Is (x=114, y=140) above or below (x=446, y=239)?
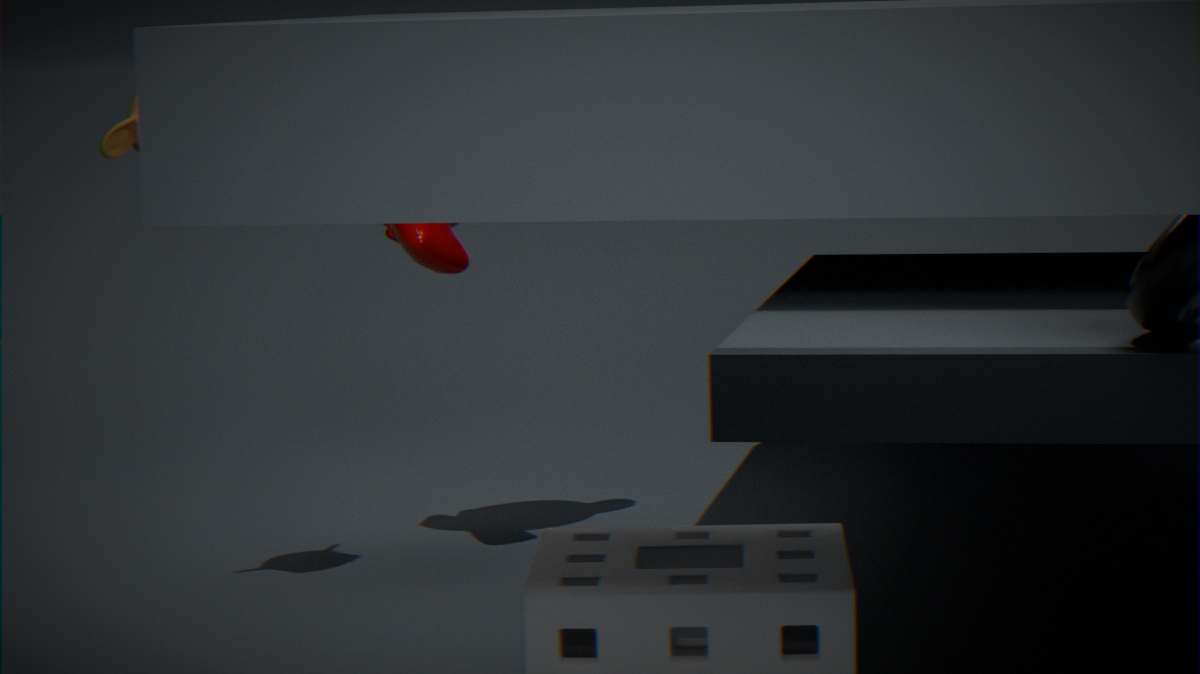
above
